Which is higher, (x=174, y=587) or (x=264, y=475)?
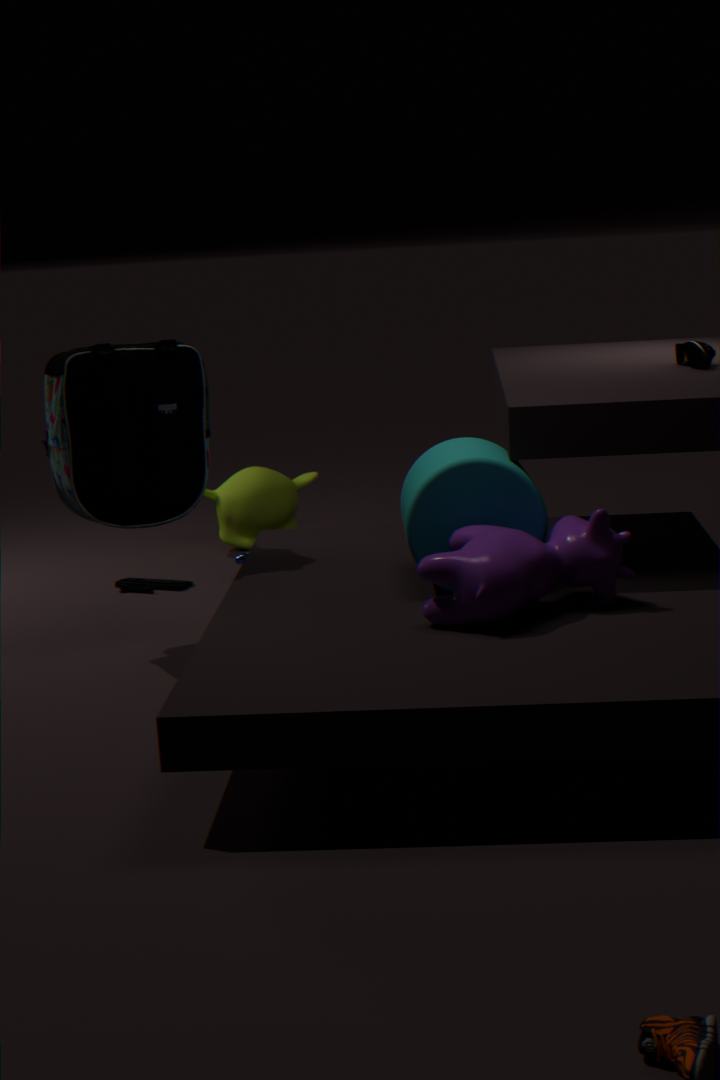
(x=264, y=475)
